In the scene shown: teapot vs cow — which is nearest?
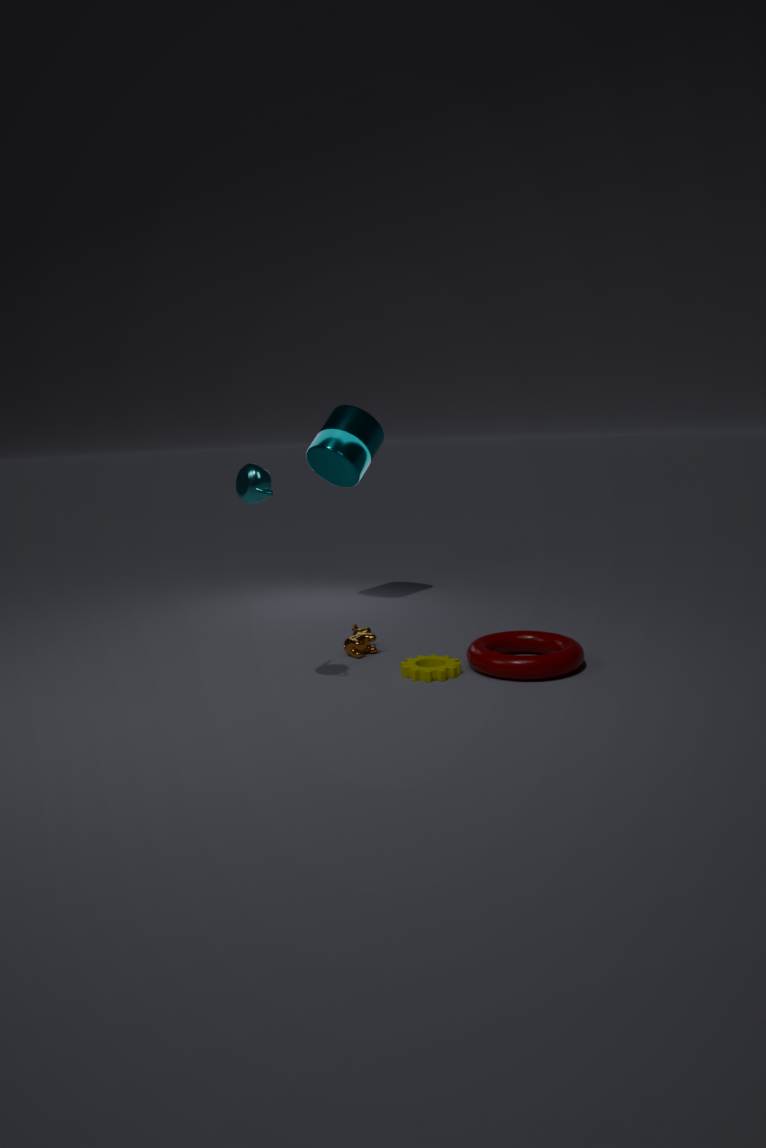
teapot
